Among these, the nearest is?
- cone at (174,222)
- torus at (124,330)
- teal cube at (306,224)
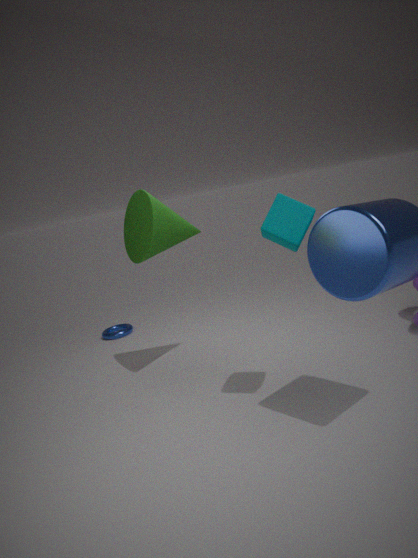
teal cube at (306,224)
